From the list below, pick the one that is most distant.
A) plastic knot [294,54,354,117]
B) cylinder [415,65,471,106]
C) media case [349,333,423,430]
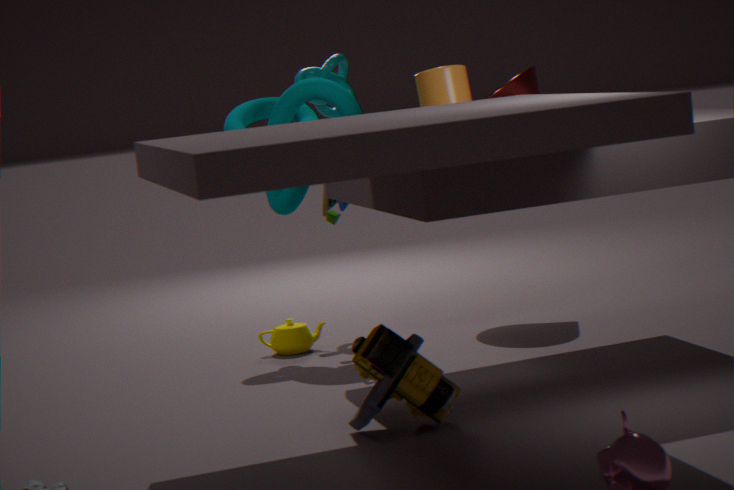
plastic knot [294,54,354,117]
